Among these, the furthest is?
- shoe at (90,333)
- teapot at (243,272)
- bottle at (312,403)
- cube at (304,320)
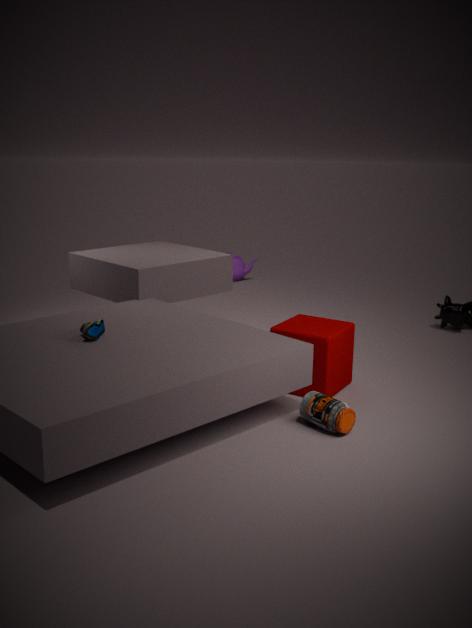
teapot at (243,272)
